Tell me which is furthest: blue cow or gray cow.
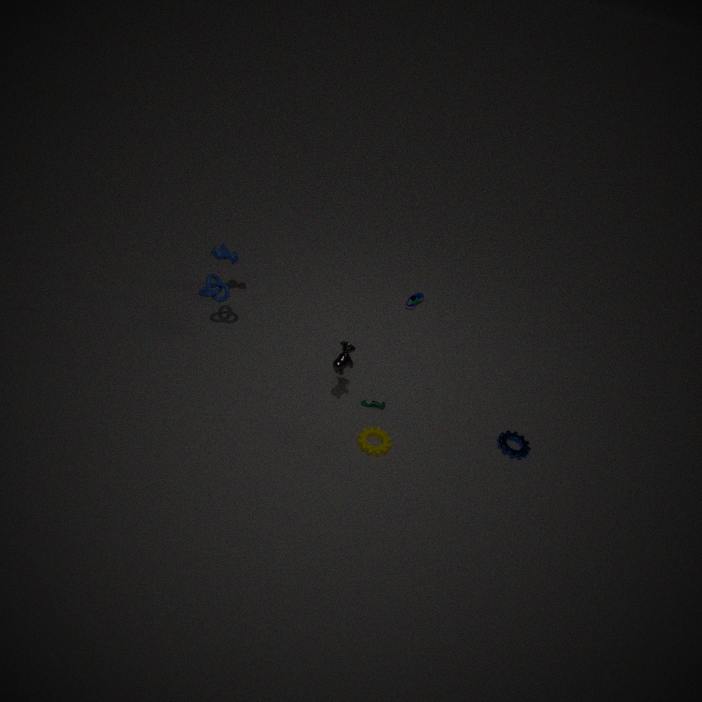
blue cow
